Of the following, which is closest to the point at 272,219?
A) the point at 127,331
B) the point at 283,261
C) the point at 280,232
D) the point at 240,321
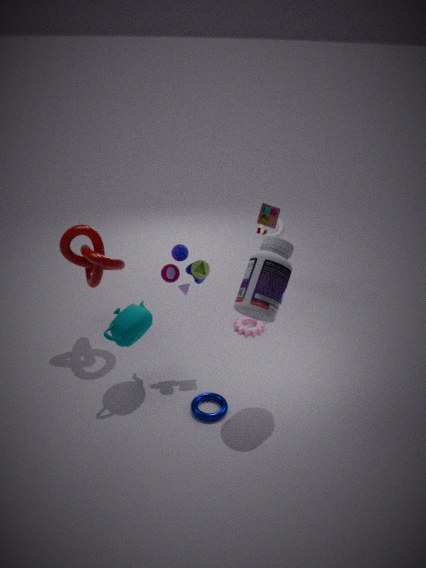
the point at 280,232
